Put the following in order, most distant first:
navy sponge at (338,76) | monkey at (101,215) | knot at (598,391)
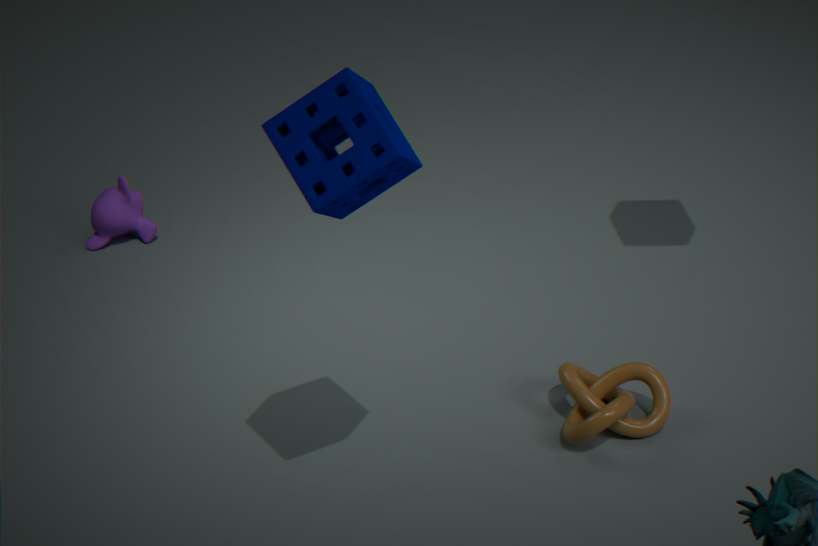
1. monkey at (101,215)
2. knot at (598,391)
3. navy sponge at (338,76)
